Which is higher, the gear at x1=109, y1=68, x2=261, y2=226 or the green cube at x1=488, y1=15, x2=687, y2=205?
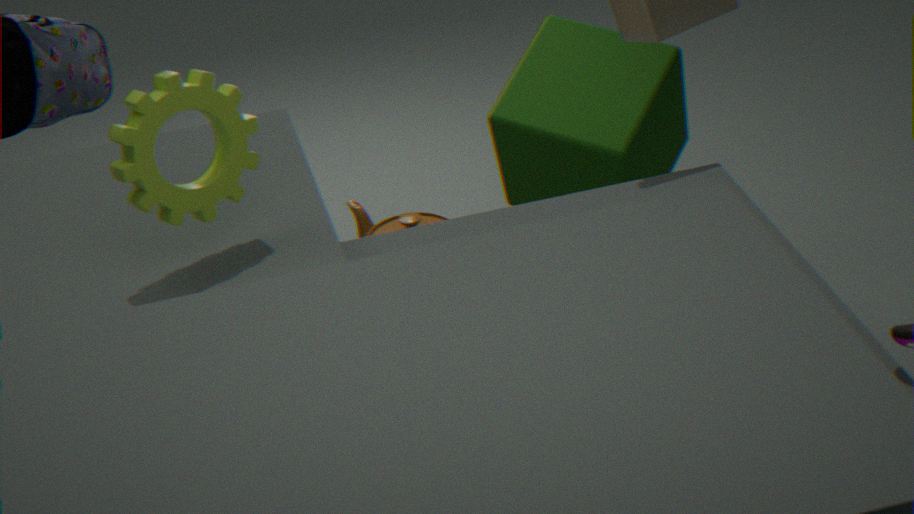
the gear at x1=109, y1=68, x2=261, y2=226
